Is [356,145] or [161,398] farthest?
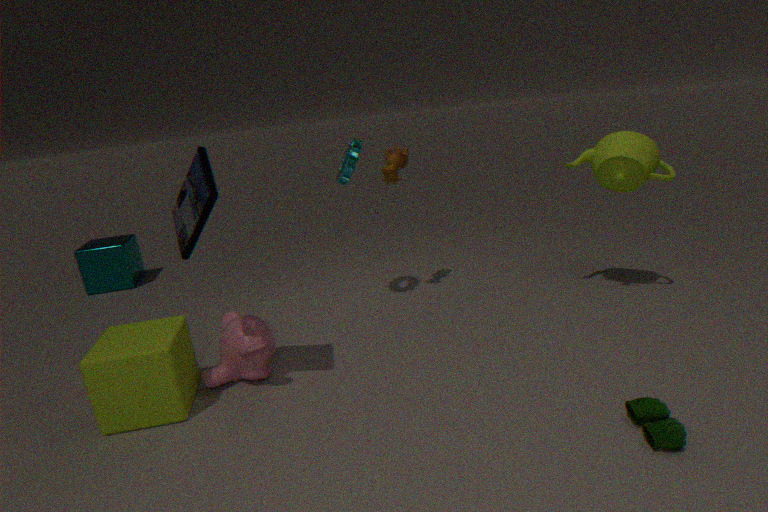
[356,145]
